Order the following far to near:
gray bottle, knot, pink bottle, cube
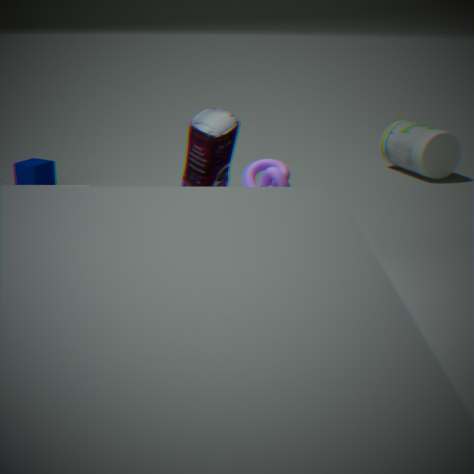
gray bottle, cube, pink bottle, knot
